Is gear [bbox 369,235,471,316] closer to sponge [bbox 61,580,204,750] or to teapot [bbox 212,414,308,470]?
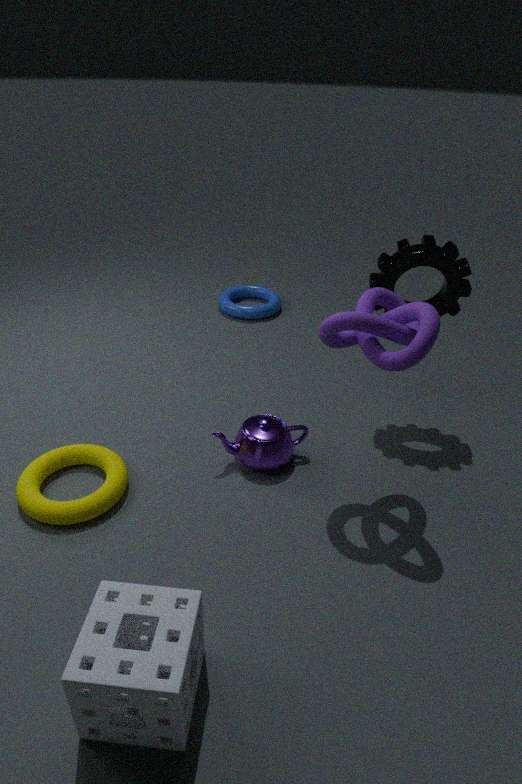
teapot [bbox 212,414,308,470]
